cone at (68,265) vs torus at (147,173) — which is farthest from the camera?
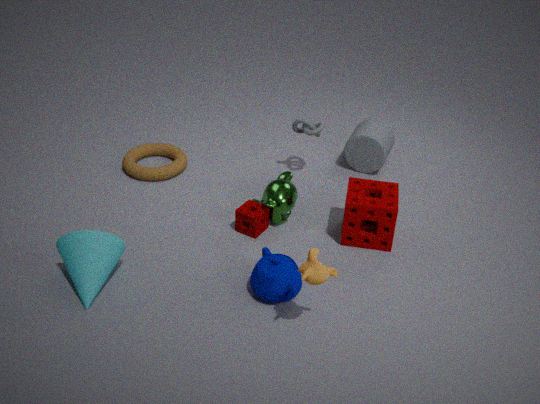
torus at (147,173)
